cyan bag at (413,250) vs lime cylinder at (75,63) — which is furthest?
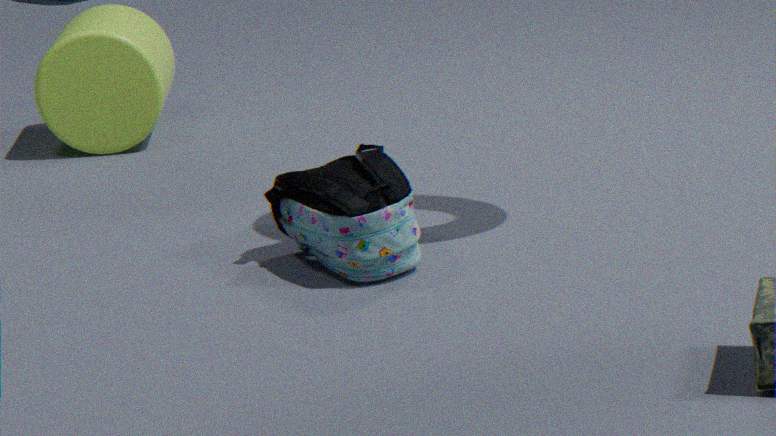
lime cylinder at (75,63)
